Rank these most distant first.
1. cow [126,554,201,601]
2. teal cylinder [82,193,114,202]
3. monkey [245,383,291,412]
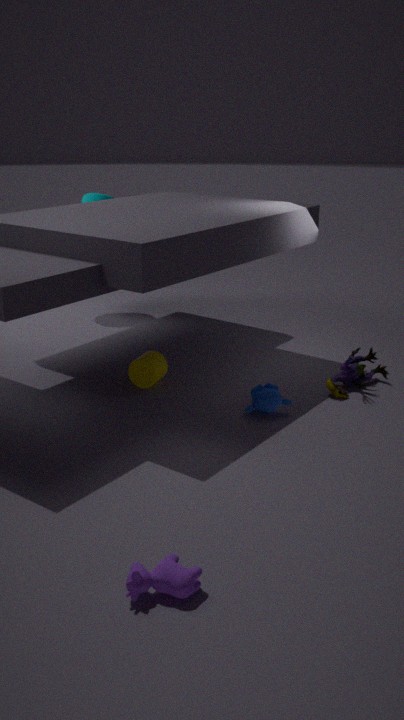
teal cylinder [82,193,114,202]
monkey [245,383,291,412]
cow [126,554,201,601]
